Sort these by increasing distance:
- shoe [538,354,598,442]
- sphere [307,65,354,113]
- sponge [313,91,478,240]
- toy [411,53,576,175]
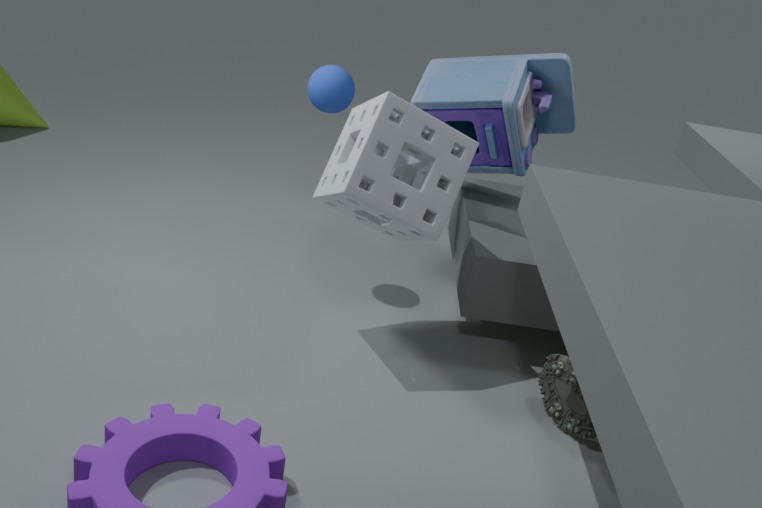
1. sponge [313,91,478,240]
2. shoe [538,354,598,442]
3. toy [411,53,576,175]
4. sphere [307,65,354,113]
